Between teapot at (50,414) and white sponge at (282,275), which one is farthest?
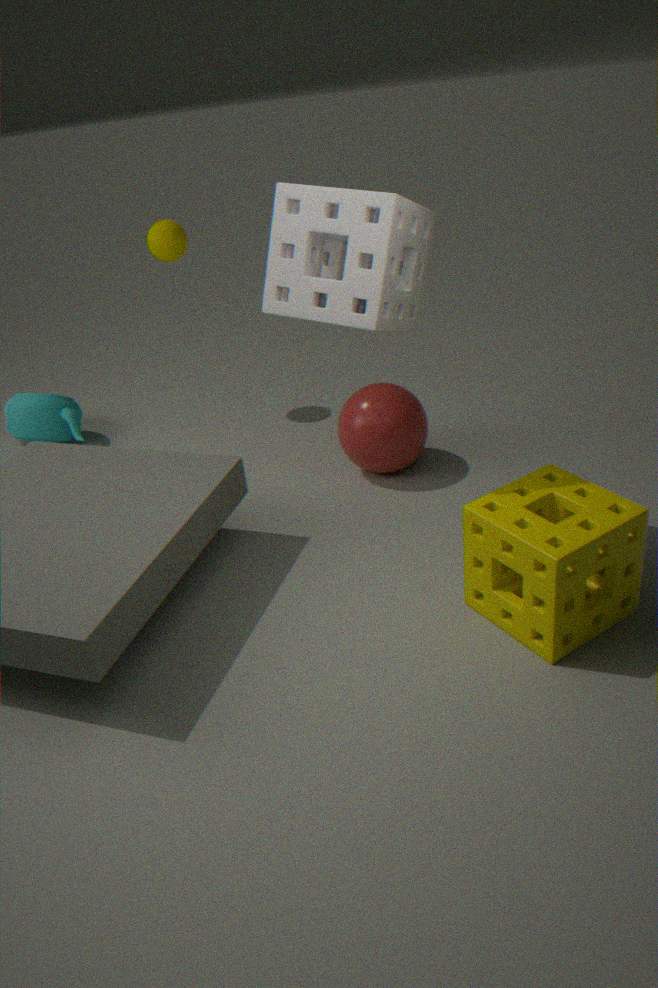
teapot at (50,414)
